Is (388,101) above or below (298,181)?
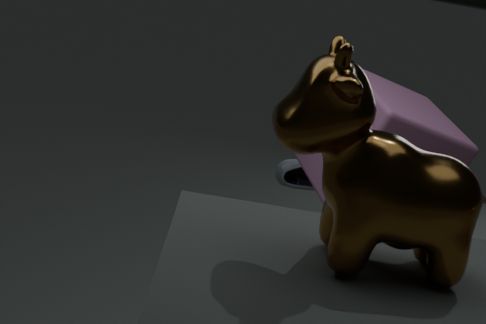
above
